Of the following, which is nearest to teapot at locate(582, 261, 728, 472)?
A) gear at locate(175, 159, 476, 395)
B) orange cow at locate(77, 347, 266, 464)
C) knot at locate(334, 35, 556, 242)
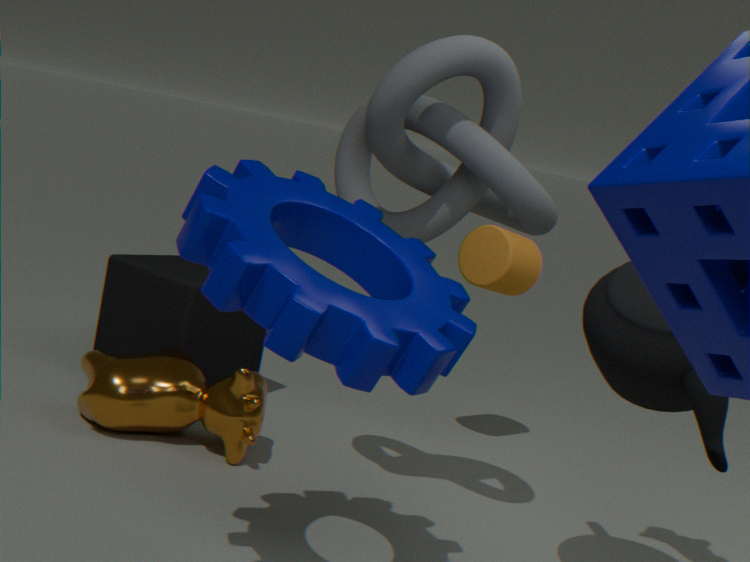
knot at locate(334, 35, 556, 242)
